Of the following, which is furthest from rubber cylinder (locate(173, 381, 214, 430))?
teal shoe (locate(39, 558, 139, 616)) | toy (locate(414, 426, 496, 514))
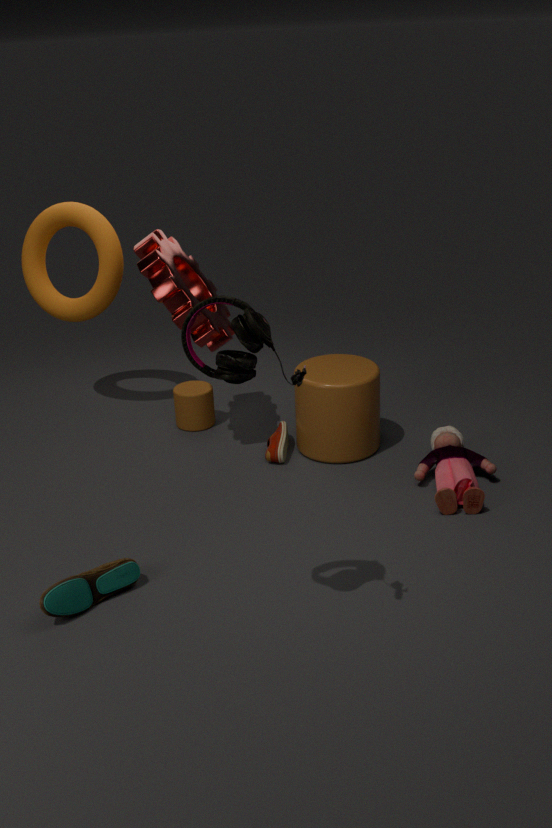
teal shoe (locate(39, 558, 139, 616))
